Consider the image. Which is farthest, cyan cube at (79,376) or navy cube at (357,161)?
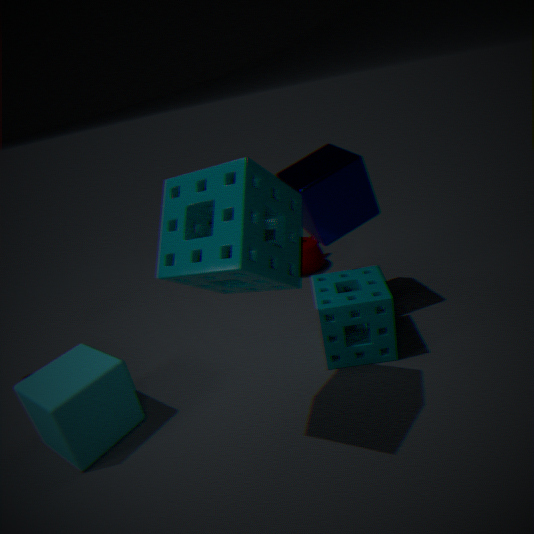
navy cube at (357,161)
